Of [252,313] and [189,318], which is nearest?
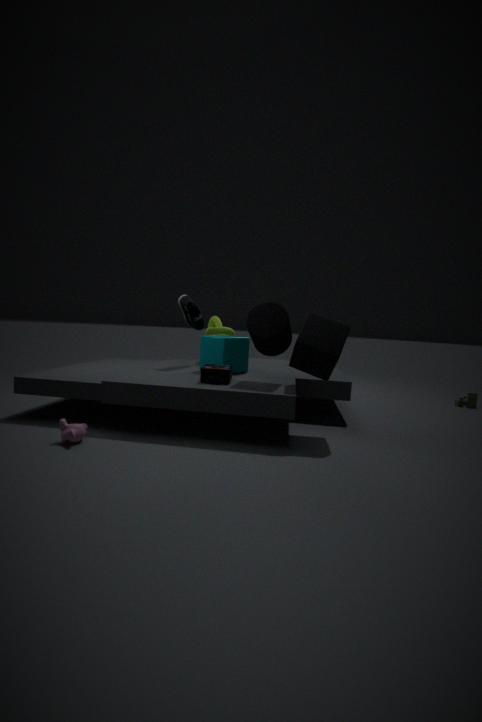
[252,313]
